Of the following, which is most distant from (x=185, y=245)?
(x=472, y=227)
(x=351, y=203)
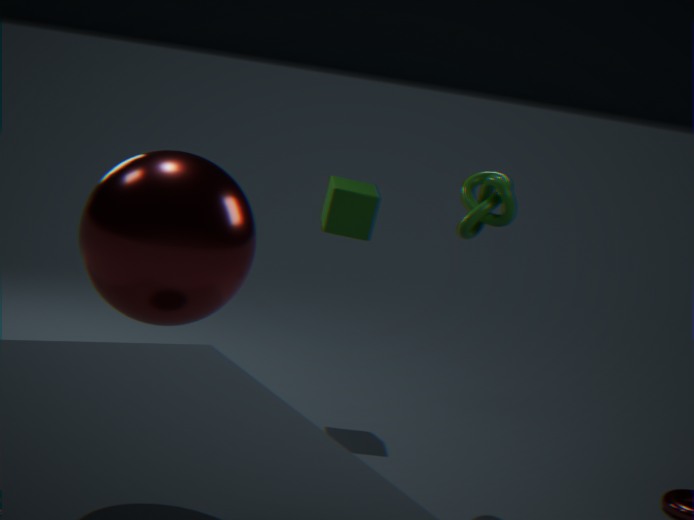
(x=351, y=203)
